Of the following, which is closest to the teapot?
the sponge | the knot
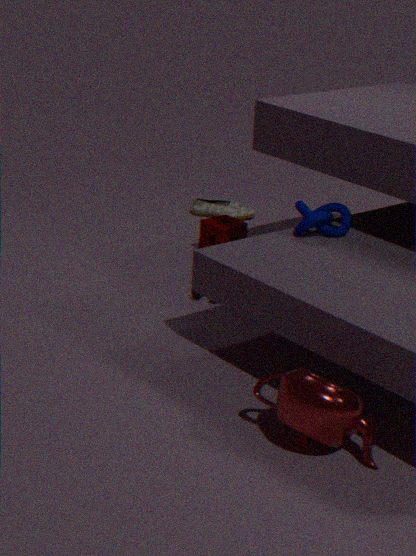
the knot
